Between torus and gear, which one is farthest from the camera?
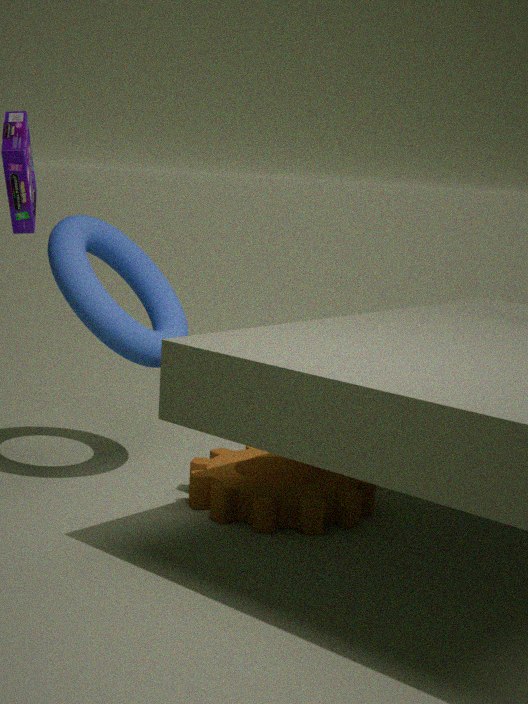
torus
